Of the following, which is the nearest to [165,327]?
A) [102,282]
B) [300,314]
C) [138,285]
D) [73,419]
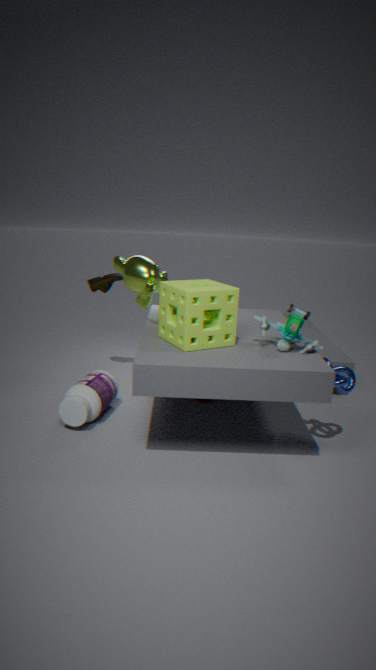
[300,314]
